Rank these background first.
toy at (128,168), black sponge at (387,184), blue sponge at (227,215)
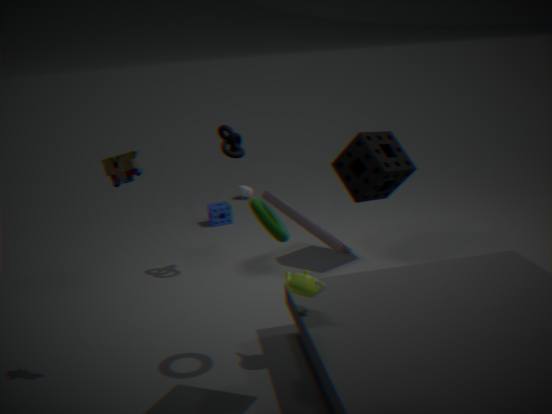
blue sponge at (227,215) < black sponge at (387,184) < toy at (128,168)
